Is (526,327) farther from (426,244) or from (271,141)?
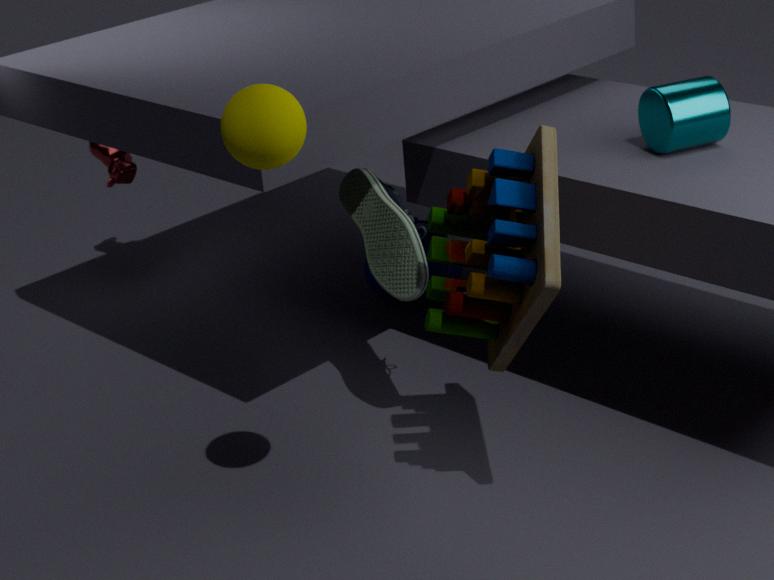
(426,244)
